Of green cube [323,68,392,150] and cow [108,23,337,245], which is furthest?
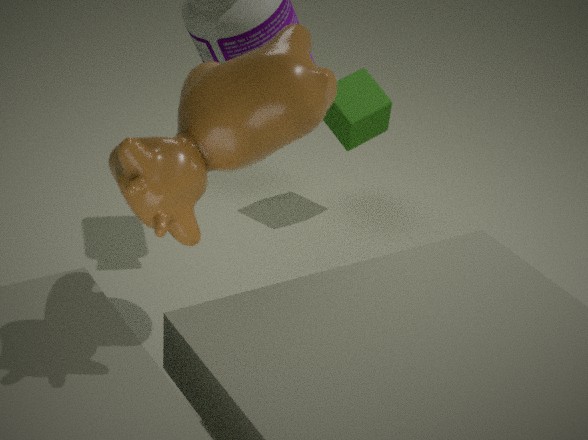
green cube [323,68,392,150]
